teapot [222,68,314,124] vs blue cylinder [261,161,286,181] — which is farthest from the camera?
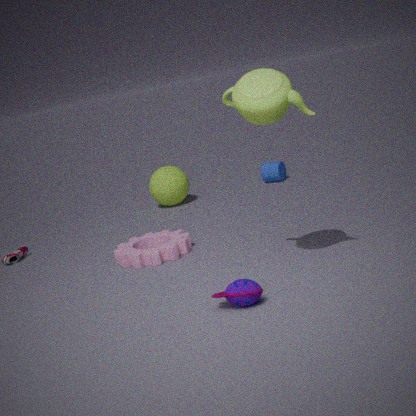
blue cylinder [261,161,286,181]
